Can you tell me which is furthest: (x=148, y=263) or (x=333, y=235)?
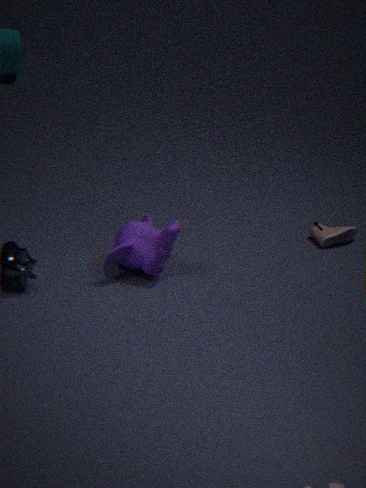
(x=333, y=235)
